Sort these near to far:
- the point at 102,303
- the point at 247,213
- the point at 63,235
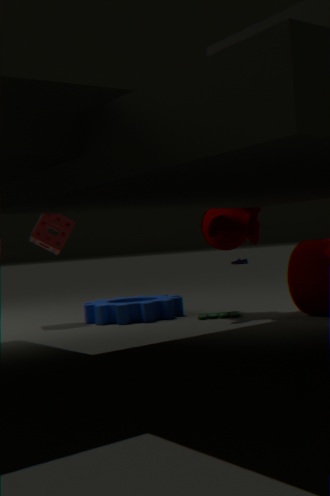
the point at 247,213 < the point at 102,303 < the point at 63,235
